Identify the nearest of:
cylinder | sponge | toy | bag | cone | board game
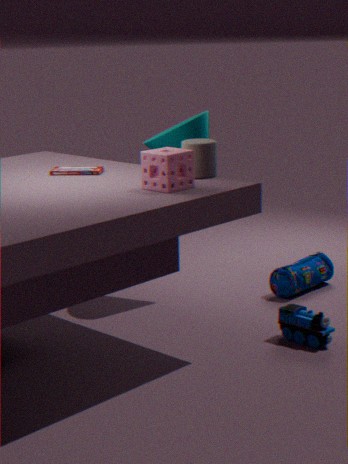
sponge
